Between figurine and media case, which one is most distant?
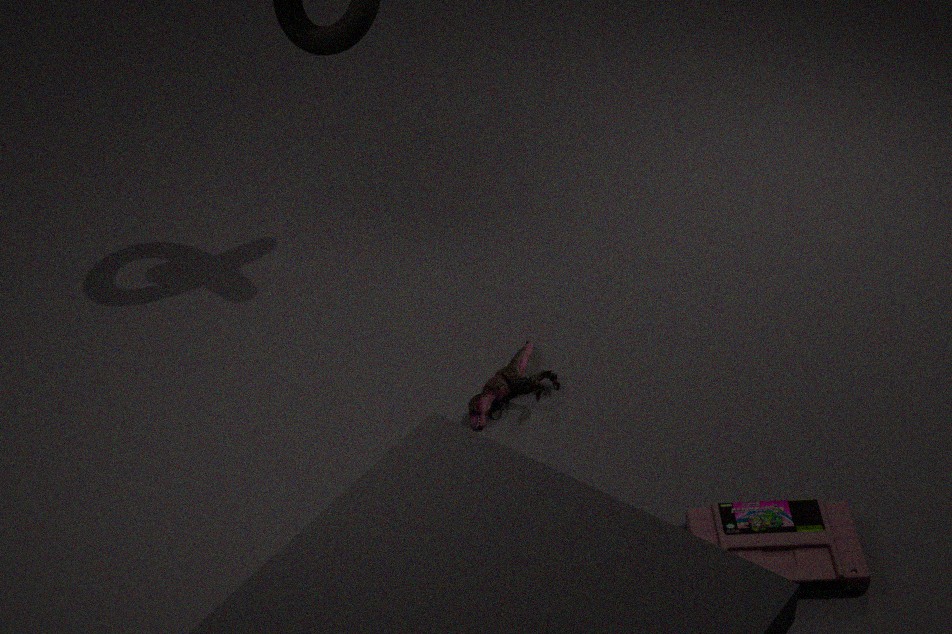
figurine
